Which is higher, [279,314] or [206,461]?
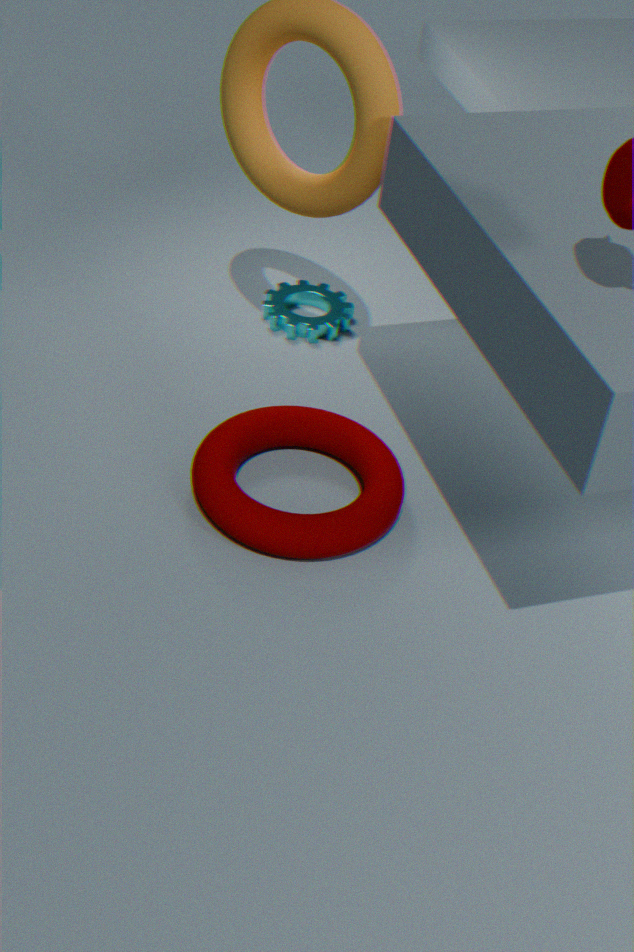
[206,461]
